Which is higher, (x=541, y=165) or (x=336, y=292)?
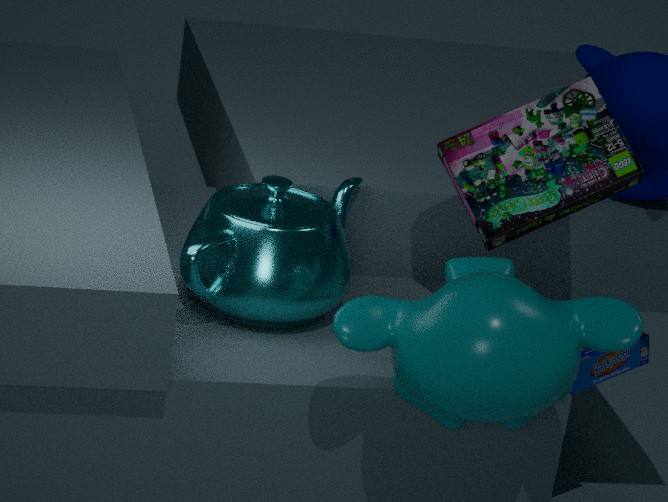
(x=541, y=165)
